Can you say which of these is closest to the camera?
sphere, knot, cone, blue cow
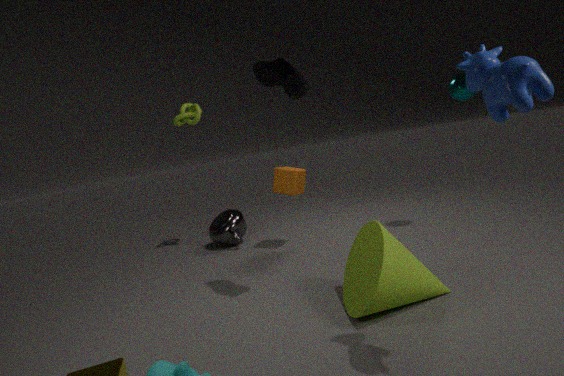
blue cow
